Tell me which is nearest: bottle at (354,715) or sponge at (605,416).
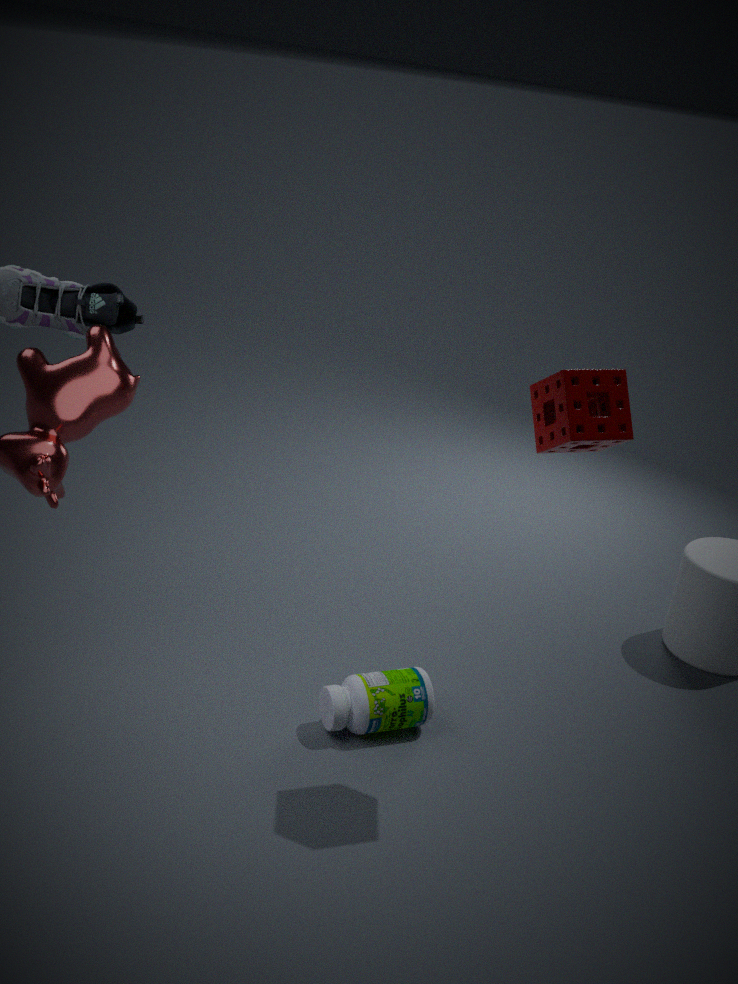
sponge at (605,416)
